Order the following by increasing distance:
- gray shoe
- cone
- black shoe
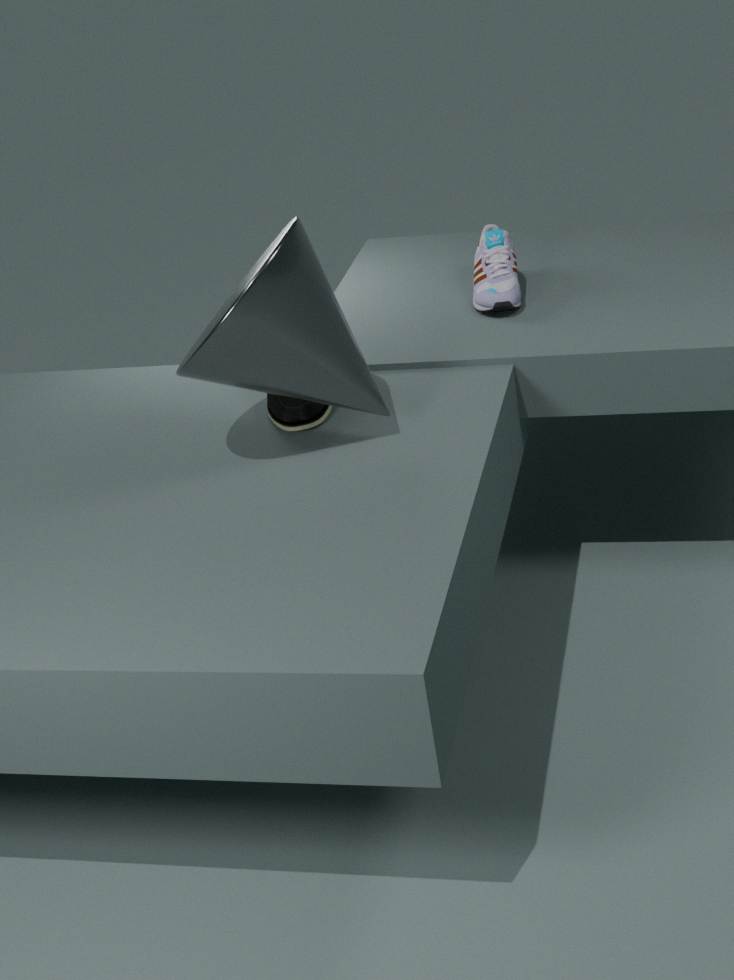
cone
black shoe
gray shoe
